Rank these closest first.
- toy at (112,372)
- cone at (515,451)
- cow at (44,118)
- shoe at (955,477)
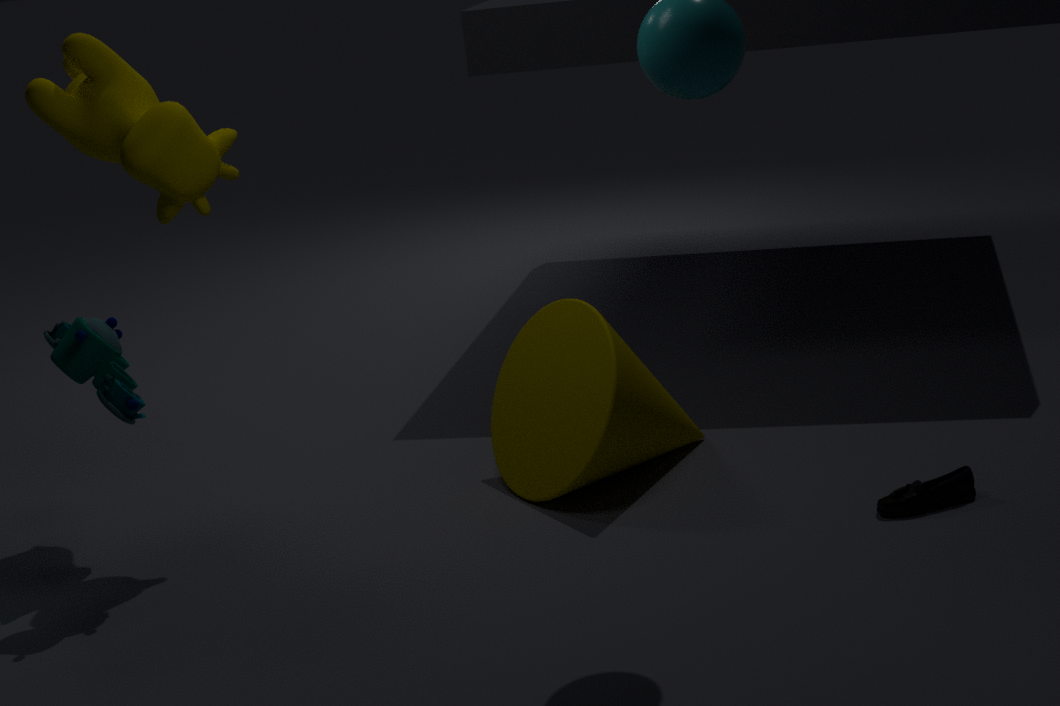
1. toy at (112,372)
2. shoe at (955,477)
3. cow at (44,118)
4. cone at (515,451)
